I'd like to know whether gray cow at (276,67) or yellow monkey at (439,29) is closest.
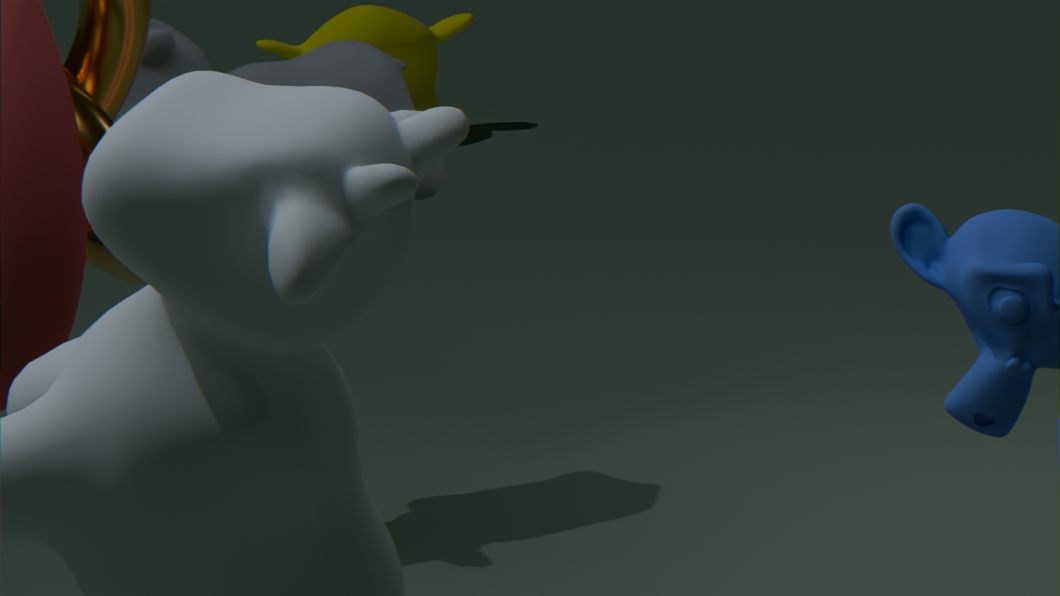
gray cow at (276,67)
